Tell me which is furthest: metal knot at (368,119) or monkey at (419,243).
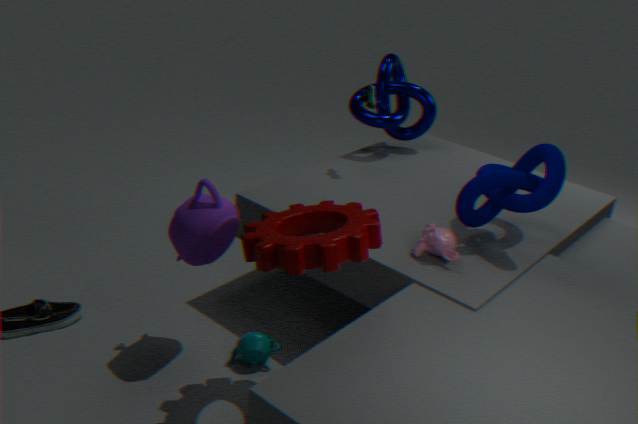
metal knot at (368,119)
